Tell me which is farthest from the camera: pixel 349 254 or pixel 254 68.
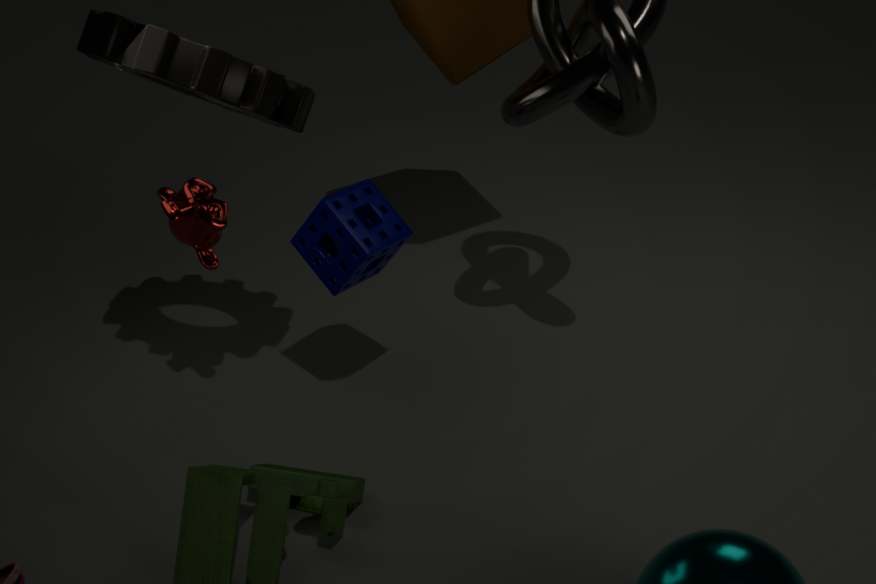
pixel 349 254
